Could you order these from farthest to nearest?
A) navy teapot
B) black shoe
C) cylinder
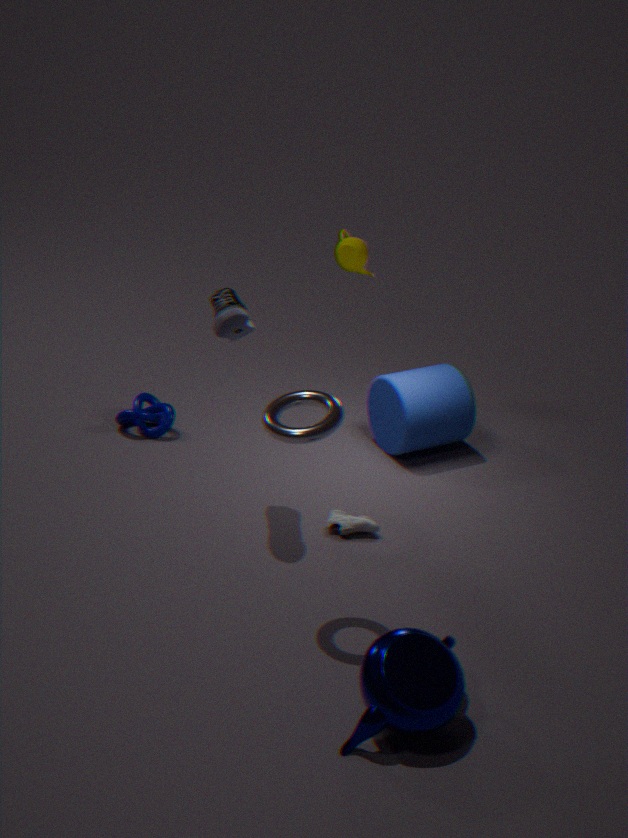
cylinder → black shoe → navy teapot
